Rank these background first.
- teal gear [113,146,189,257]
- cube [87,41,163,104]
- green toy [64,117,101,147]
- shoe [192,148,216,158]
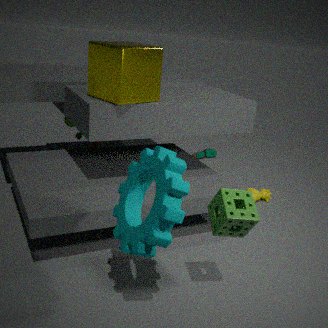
shoe [192,148,216,158] → green toy [64,117,101,147] → cube [87,41,163,104] → teal gear [113,146,189,257]
